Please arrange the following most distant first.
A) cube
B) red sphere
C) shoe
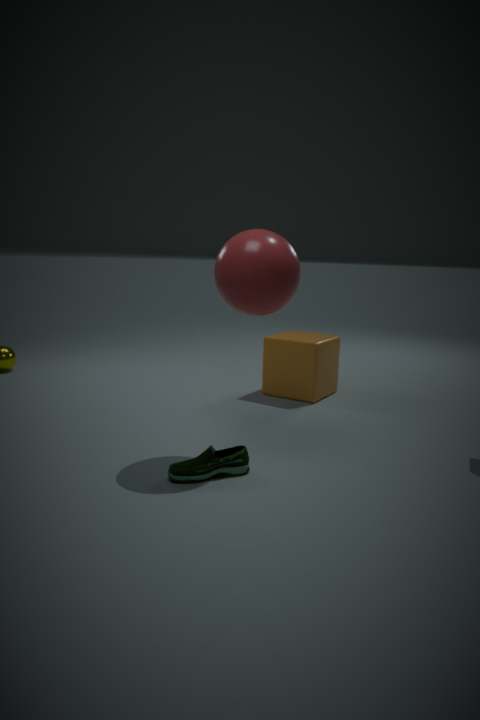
cube → red sphere → shoe
